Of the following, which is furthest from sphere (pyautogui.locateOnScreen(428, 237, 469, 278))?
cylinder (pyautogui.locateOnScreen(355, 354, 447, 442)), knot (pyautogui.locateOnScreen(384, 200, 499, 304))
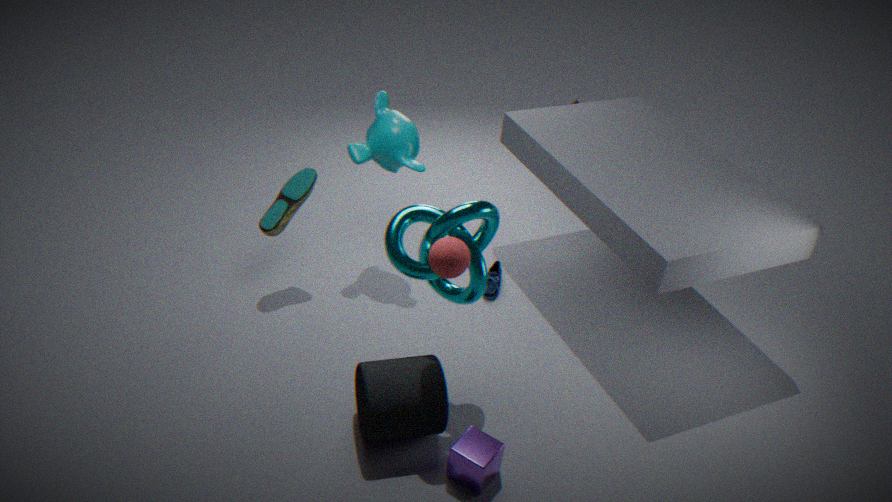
cylinder (pyautogui.locateOnScreen(355, 354, 447, 442))
